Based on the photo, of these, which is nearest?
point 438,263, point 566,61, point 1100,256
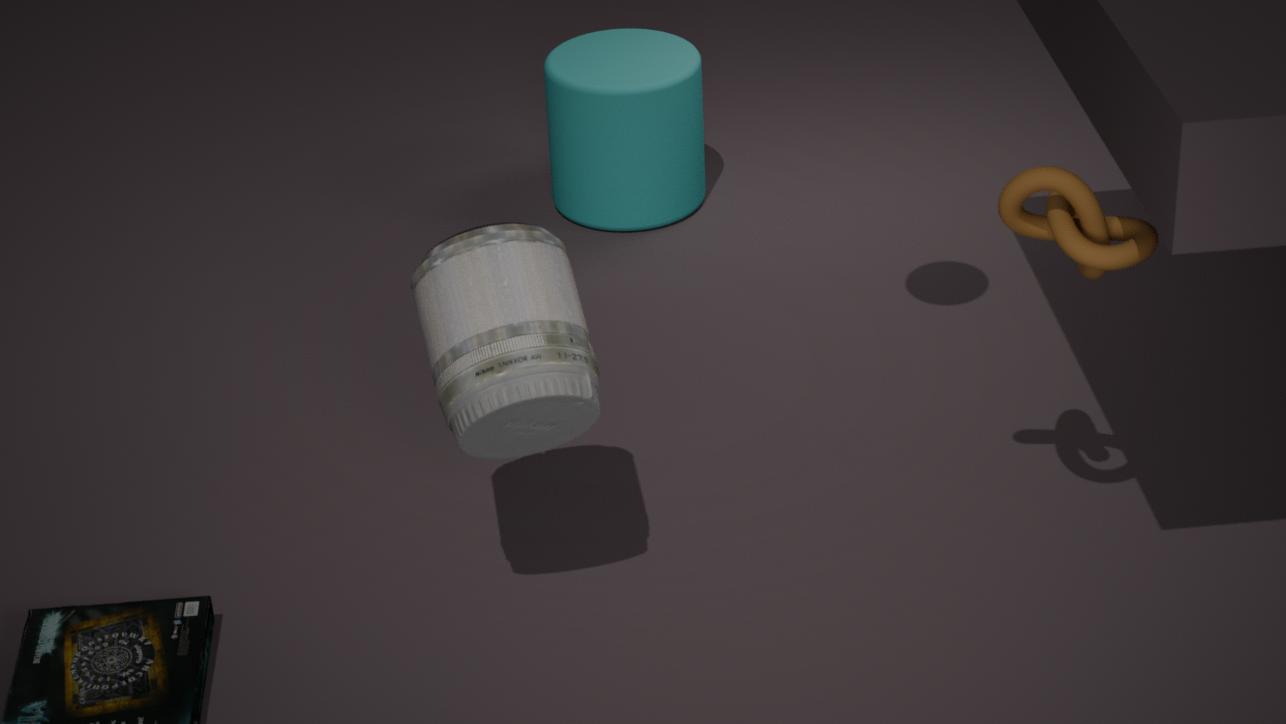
point 1100,256
